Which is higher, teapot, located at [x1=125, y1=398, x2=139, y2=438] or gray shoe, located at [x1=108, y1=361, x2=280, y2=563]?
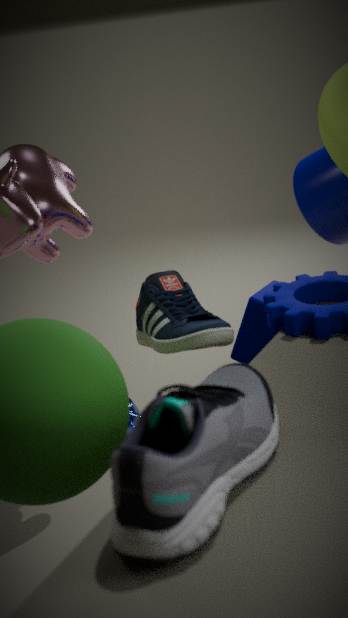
gray shoe, located at [x1=108, y1=361, x2=280, y2=563]
